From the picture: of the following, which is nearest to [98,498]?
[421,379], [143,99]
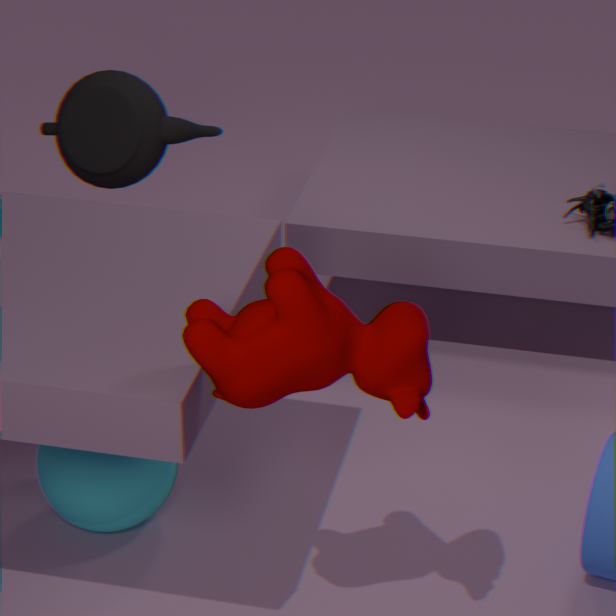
[143,99]
